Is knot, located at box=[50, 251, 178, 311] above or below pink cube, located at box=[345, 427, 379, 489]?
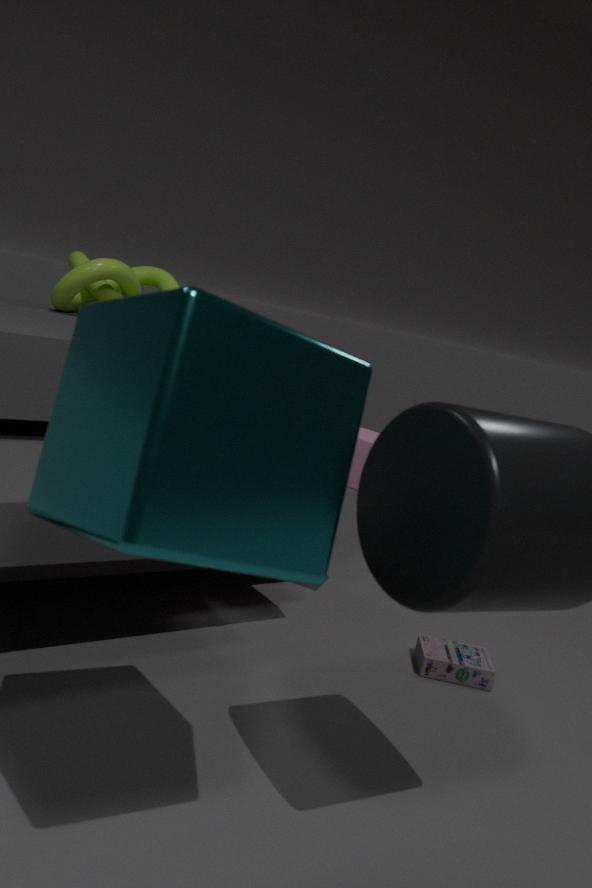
above
